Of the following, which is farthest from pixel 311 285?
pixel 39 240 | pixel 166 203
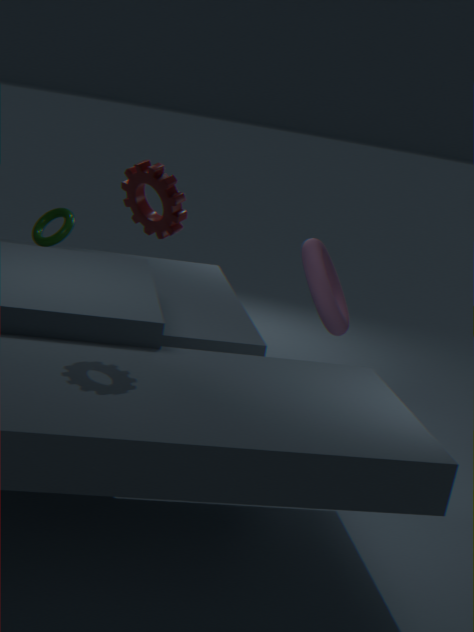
pixel 166 203
